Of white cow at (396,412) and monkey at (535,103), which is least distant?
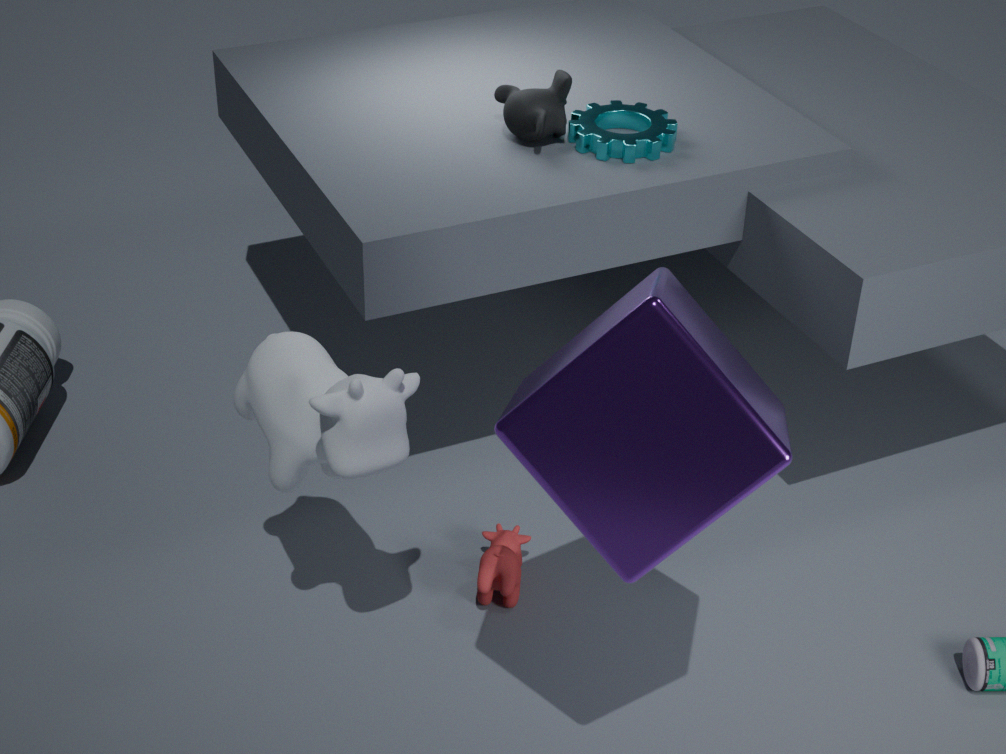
white cow at (396,412)
